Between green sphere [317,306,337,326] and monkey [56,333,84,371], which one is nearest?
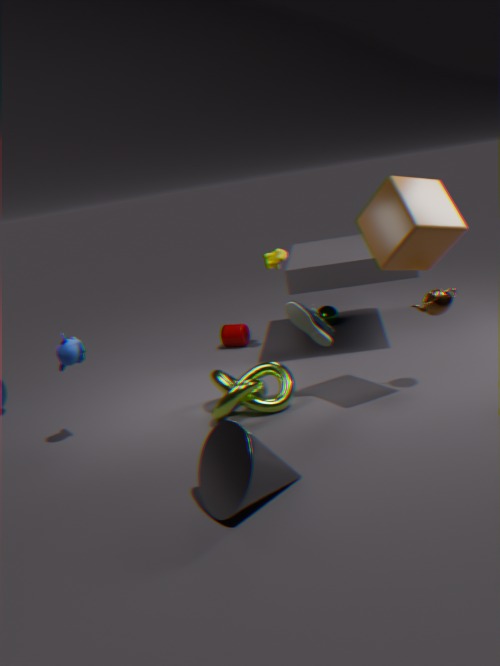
monkey [56,333,84,371]
